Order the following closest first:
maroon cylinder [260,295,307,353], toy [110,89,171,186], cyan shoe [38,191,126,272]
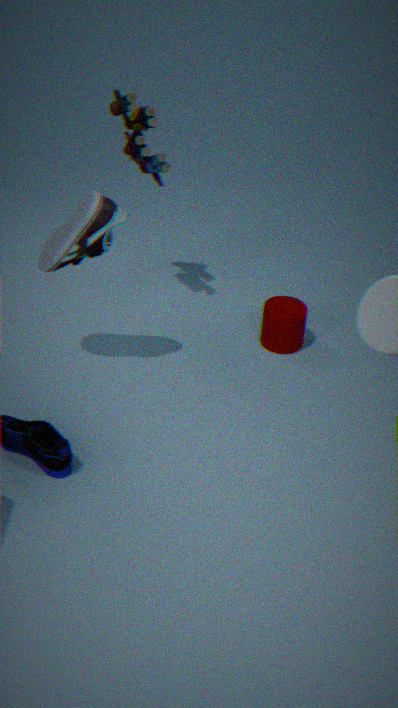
cyan shoe [38,191,126,272] → toy [110,89,171,186] → maroon cylinder [260,295,307,353]
